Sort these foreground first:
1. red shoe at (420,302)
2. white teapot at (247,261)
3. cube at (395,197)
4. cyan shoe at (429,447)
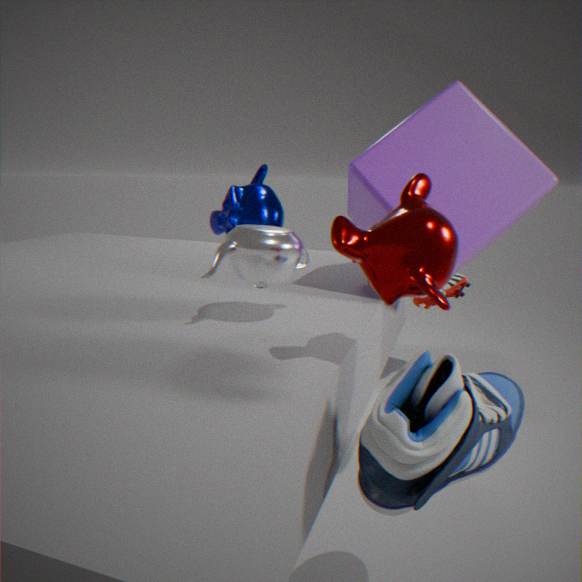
cyan shoe at (429,447) < white teapot at (247,261) < cube at (395,197) < red shoe at (420,302)
